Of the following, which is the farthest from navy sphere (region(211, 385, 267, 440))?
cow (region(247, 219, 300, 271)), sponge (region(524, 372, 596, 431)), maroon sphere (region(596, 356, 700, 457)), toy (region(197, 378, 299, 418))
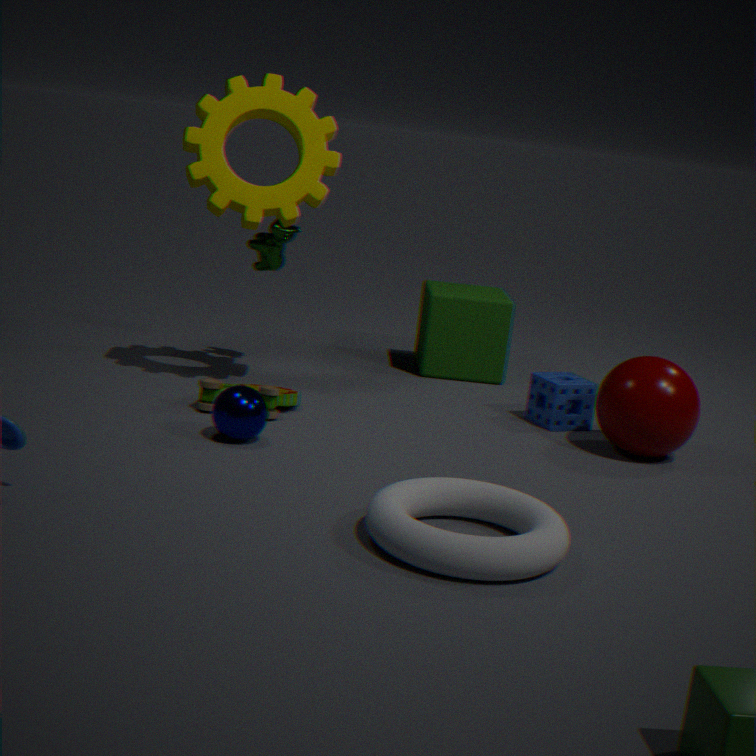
maroon sphere (region(596, 356, 700, 457))
